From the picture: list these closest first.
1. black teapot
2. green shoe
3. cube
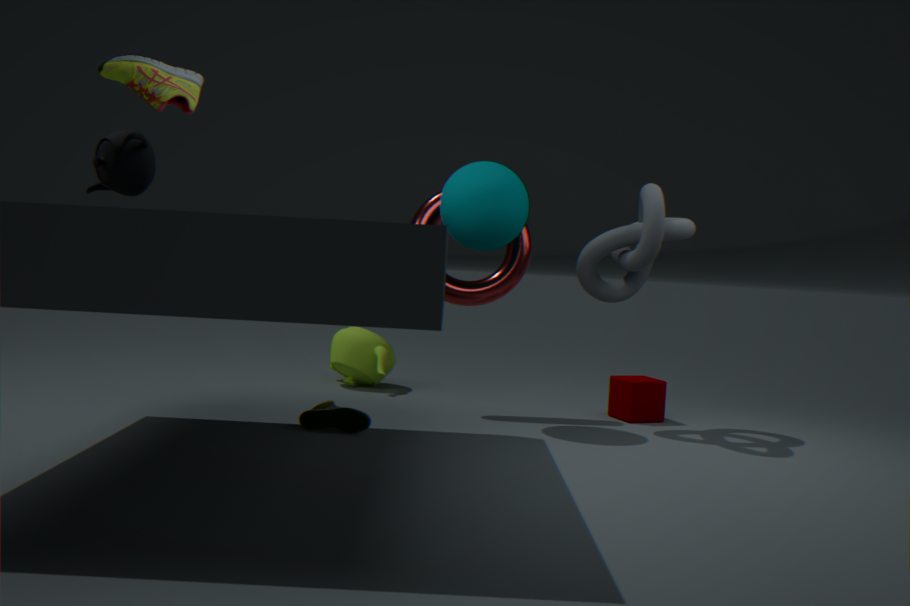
black teapot < green shoe < cube
